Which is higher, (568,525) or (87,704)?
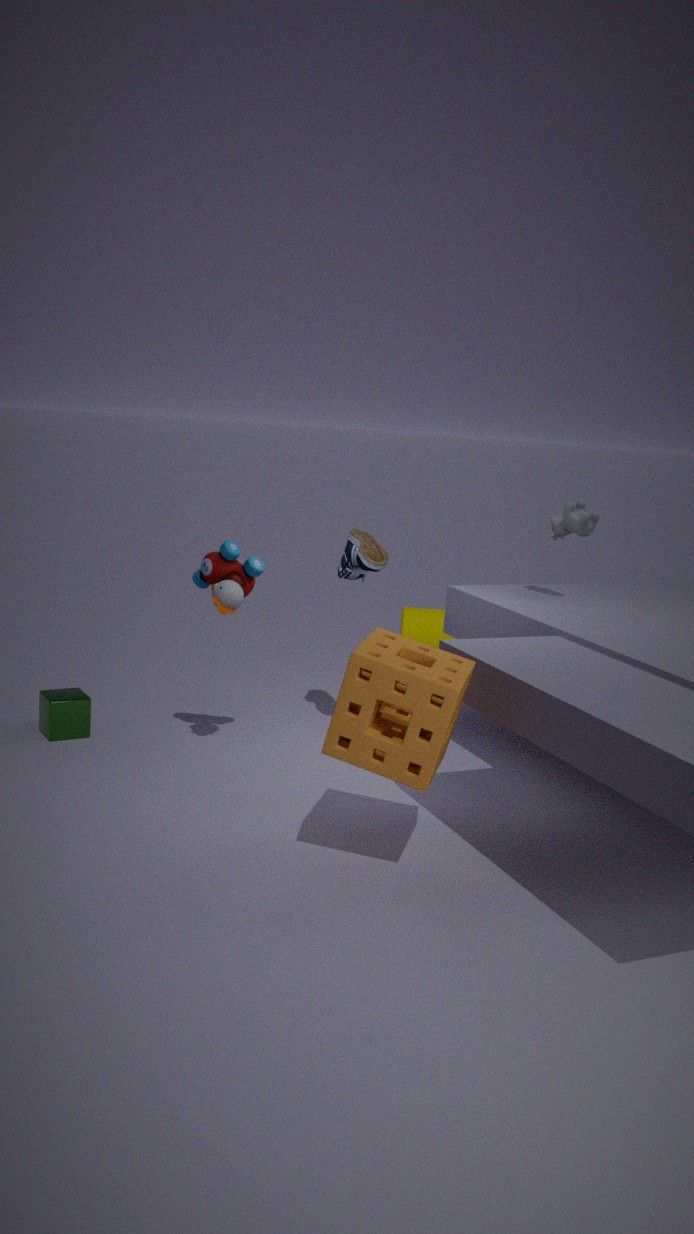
(568,525)
